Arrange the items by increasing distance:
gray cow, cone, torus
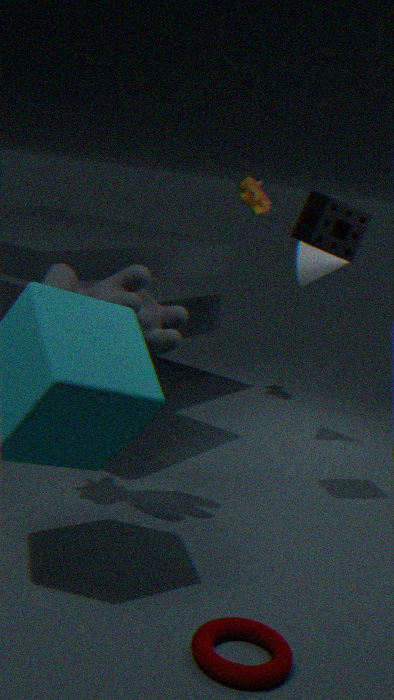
torus
gray cow
cone
